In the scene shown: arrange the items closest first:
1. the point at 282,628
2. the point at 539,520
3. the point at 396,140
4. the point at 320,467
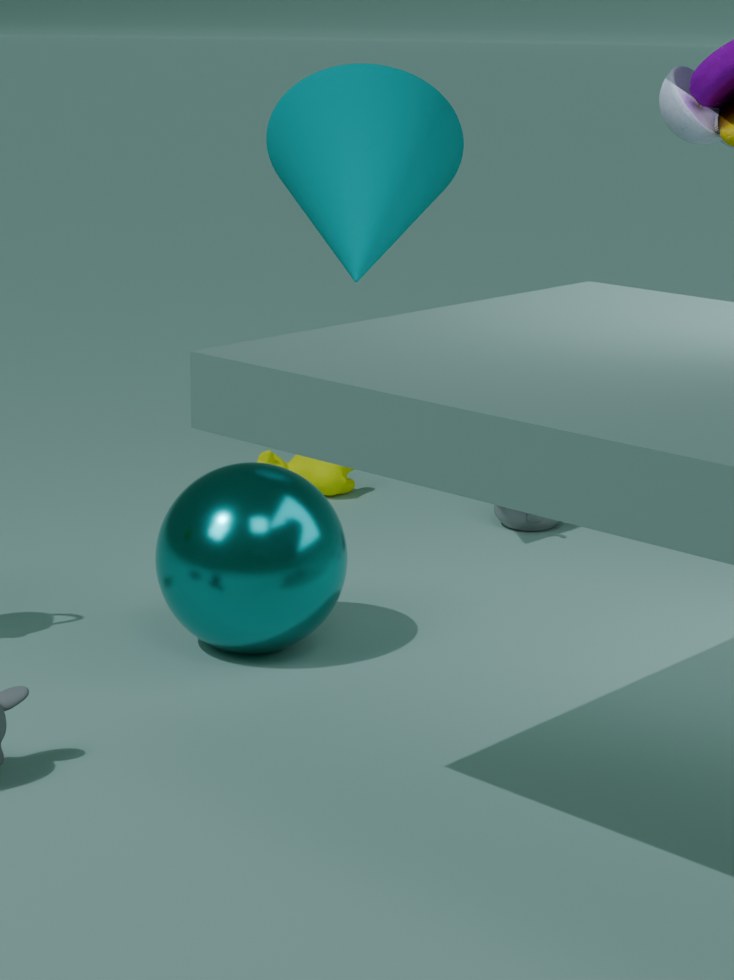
1. the point at 282,628
2. the point at 396,140
3. the point at 539,520
4. the point at 320,467
